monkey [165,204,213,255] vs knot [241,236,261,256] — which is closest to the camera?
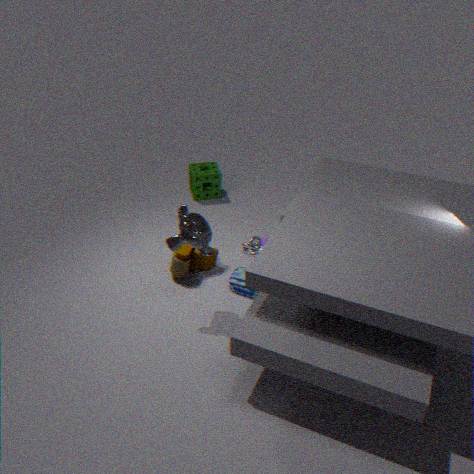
monkey [165,204,213,255]
